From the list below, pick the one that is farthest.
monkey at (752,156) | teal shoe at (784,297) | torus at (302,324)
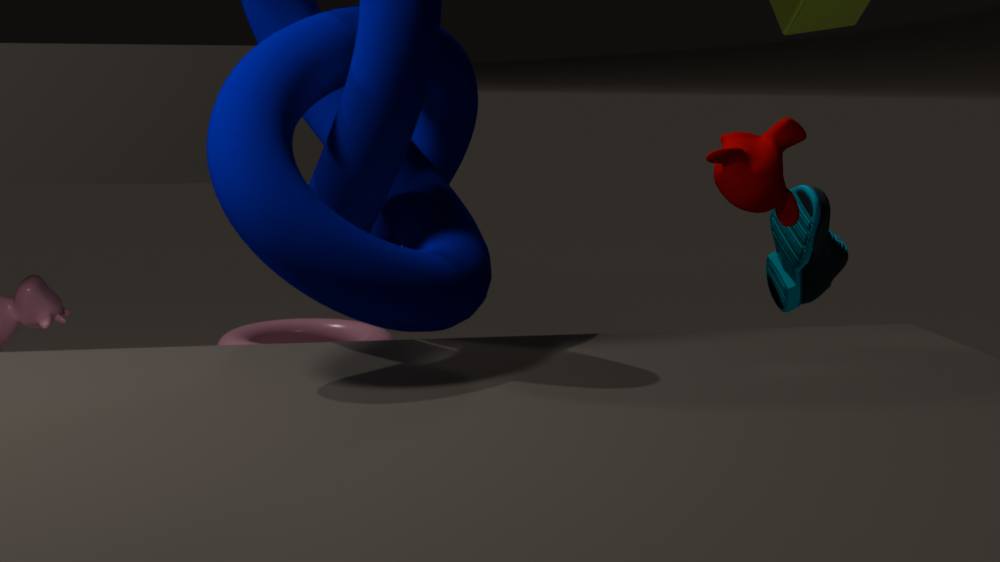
torus at (302,324)
